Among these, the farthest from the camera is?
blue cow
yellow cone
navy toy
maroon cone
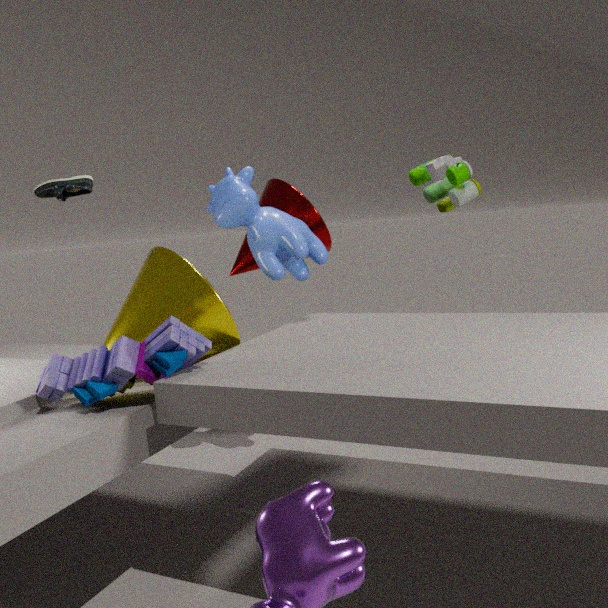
maroon cone
